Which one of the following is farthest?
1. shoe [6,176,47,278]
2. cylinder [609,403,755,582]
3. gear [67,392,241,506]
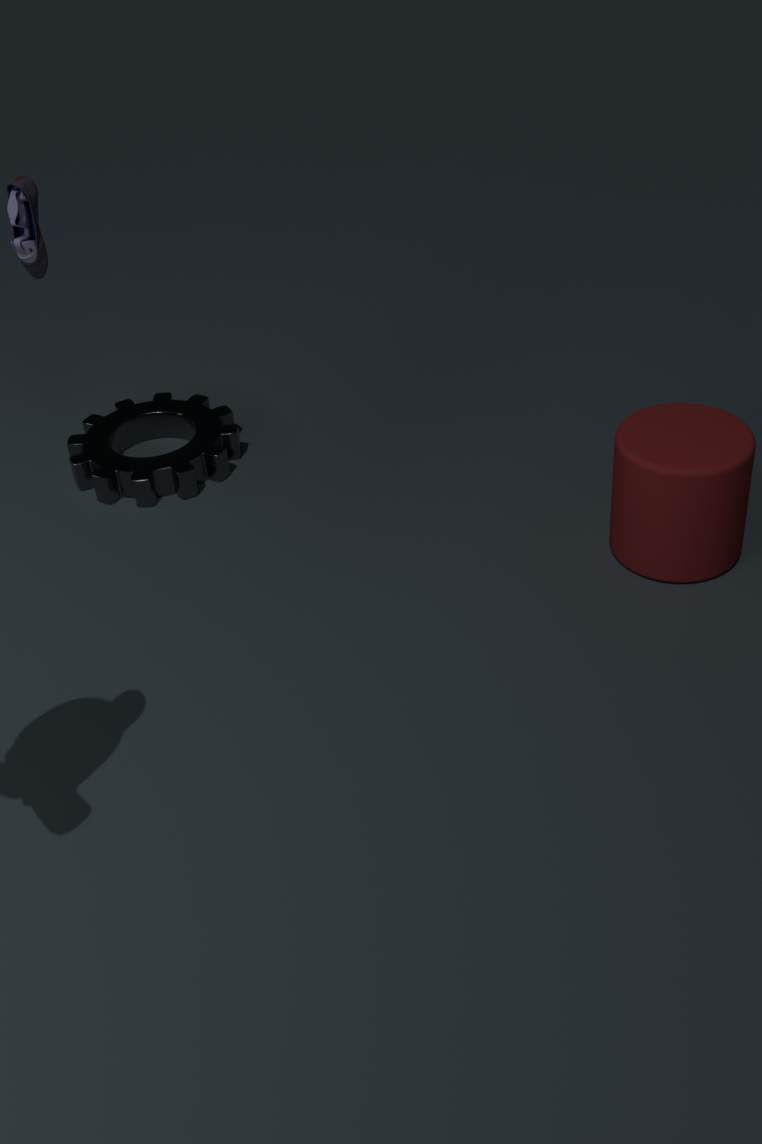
gear [67,392,241,506]
